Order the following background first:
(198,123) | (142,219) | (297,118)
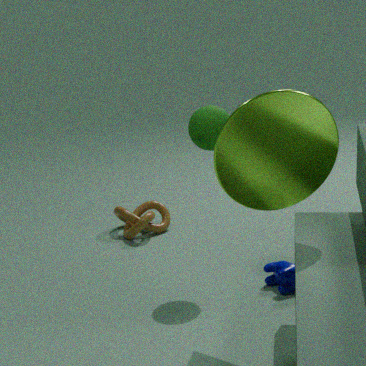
(142,219) < (198,123) < (297,118)
